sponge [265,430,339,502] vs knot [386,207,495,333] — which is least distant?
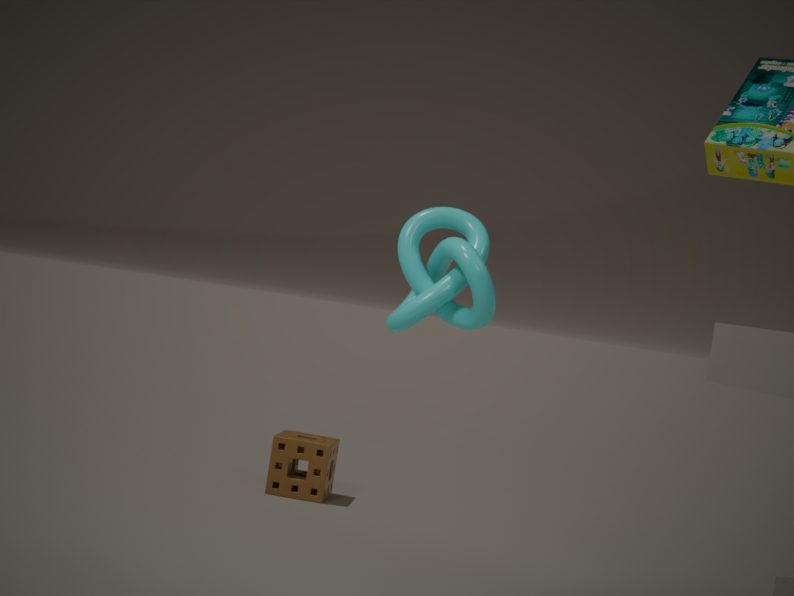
knot [386,207,495,333]
